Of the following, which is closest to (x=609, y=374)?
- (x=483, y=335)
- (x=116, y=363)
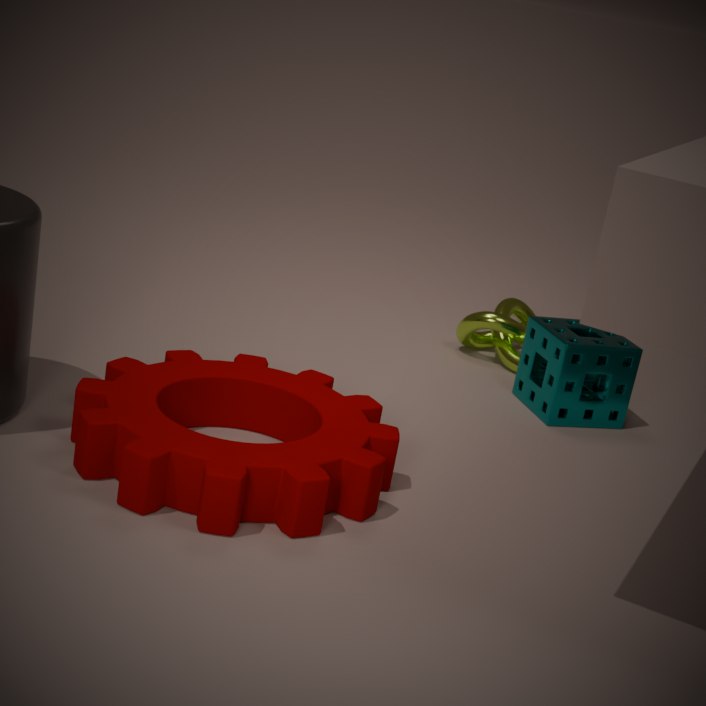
(x=483, y=335)
